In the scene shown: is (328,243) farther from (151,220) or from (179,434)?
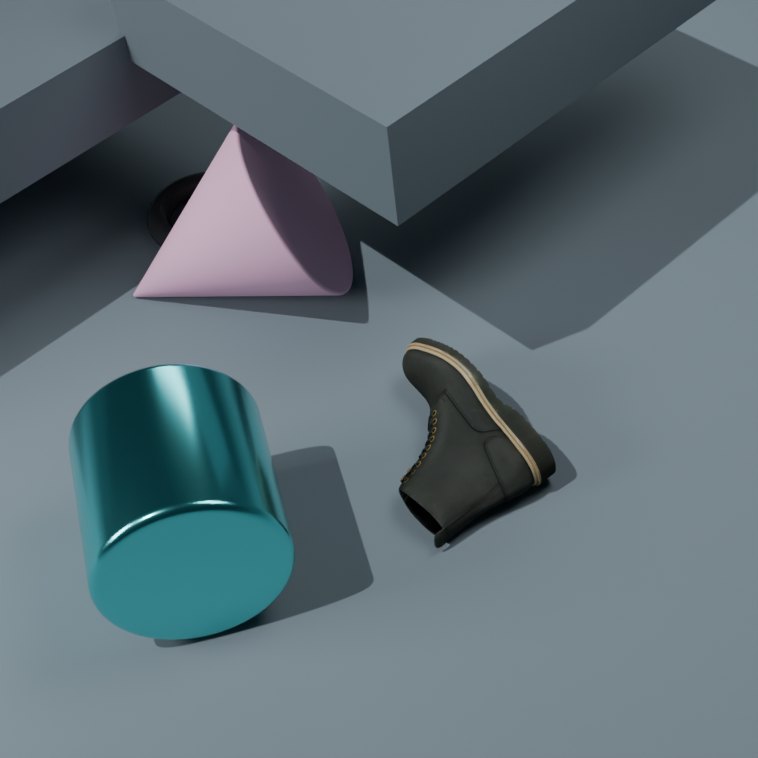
(179,434)
